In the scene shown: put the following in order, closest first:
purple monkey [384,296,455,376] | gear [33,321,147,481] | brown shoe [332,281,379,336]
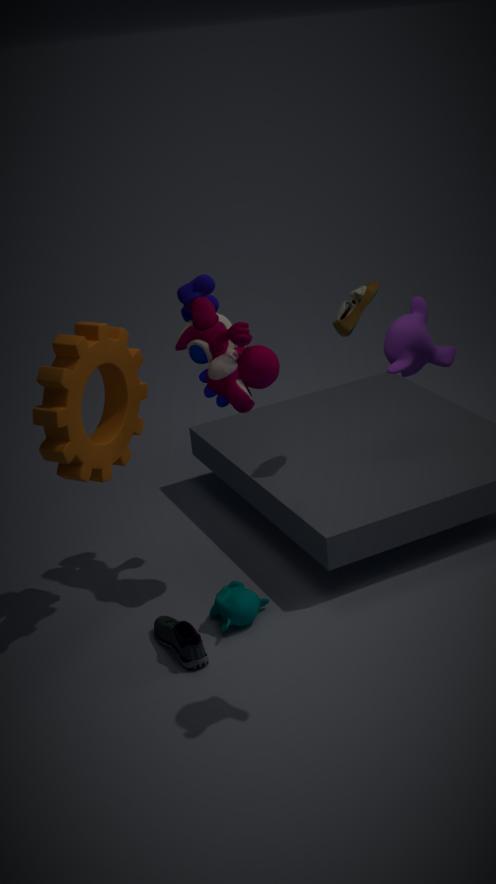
1. purple monkey [384,296,455,376]
2. gear [33,321,147,481]
3. brown shoe [332,281,379,336]
